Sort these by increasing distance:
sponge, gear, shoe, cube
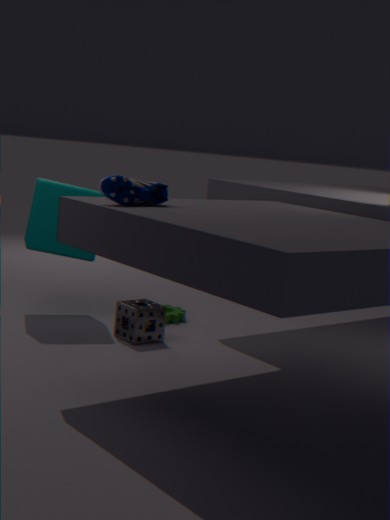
shoe, sponge, cube, gear
